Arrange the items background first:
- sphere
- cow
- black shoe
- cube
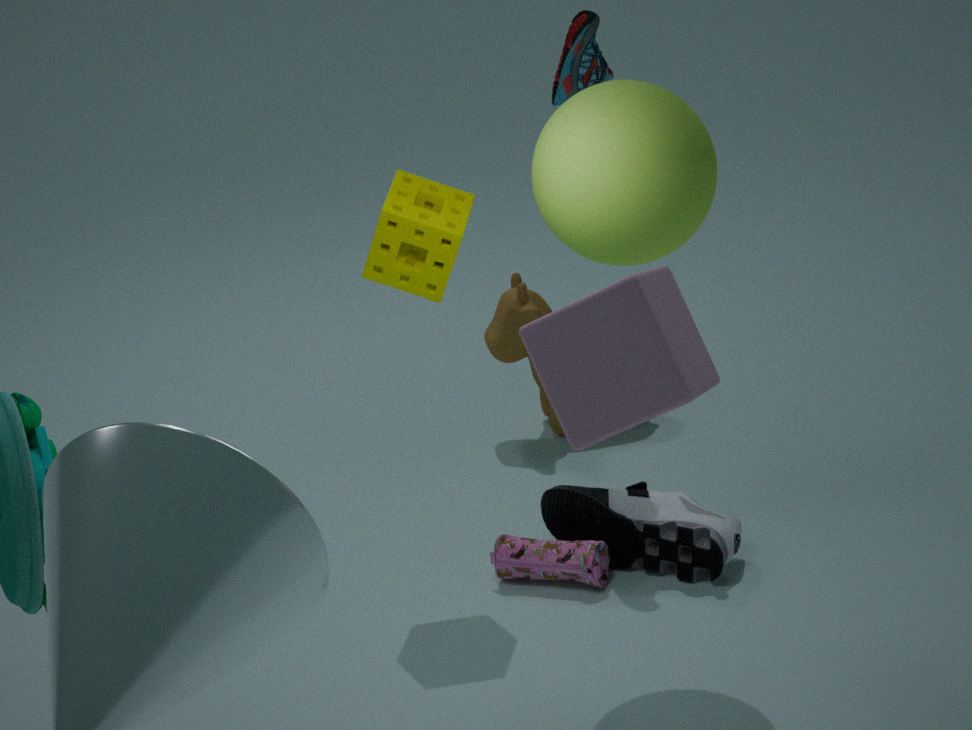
cow, black shoe, sphere, cube
